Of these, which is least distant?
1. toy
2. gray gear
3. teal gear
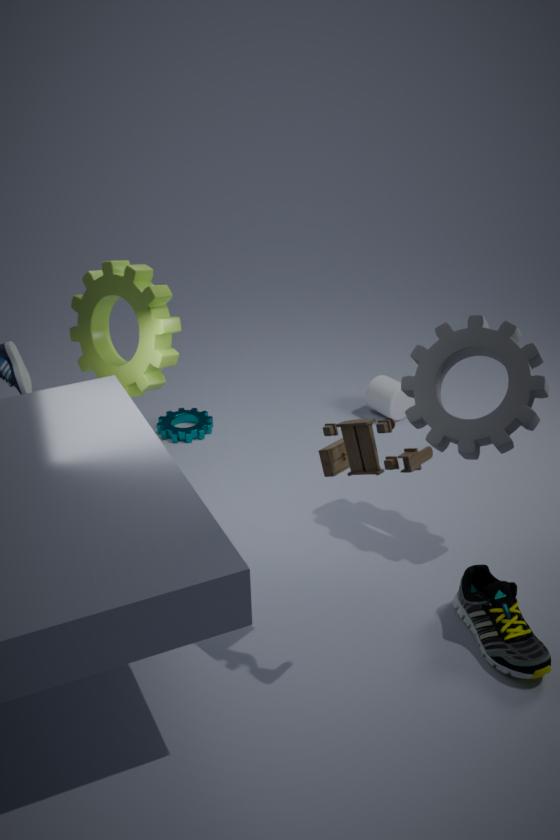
toy
